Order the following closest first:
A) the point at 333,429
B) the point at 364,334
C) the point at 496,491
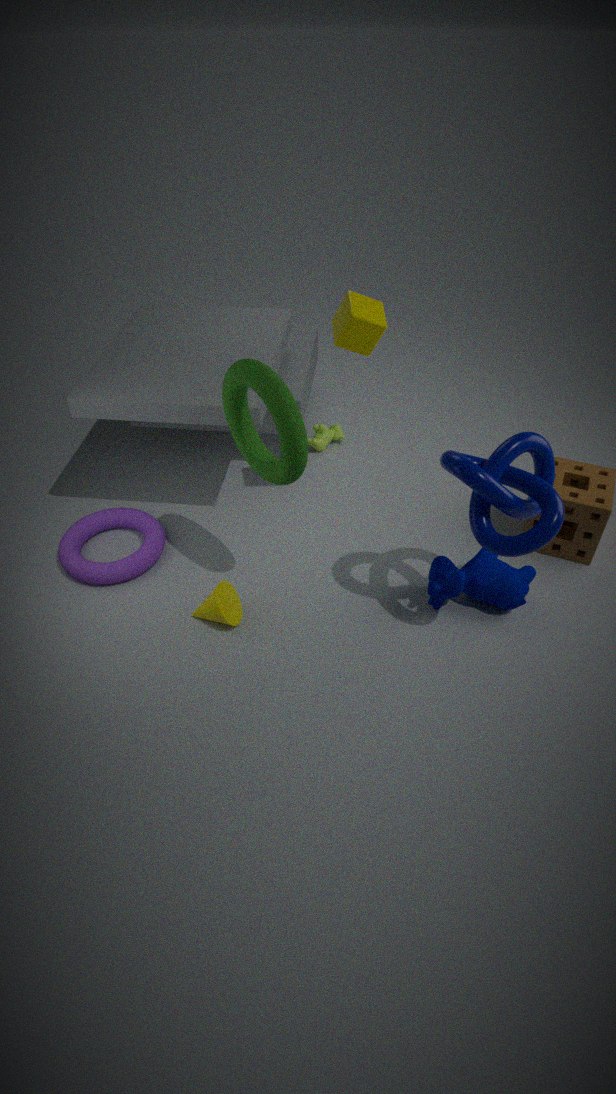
the point at 496,491 < the point at 364,334 < the point at 333,429
